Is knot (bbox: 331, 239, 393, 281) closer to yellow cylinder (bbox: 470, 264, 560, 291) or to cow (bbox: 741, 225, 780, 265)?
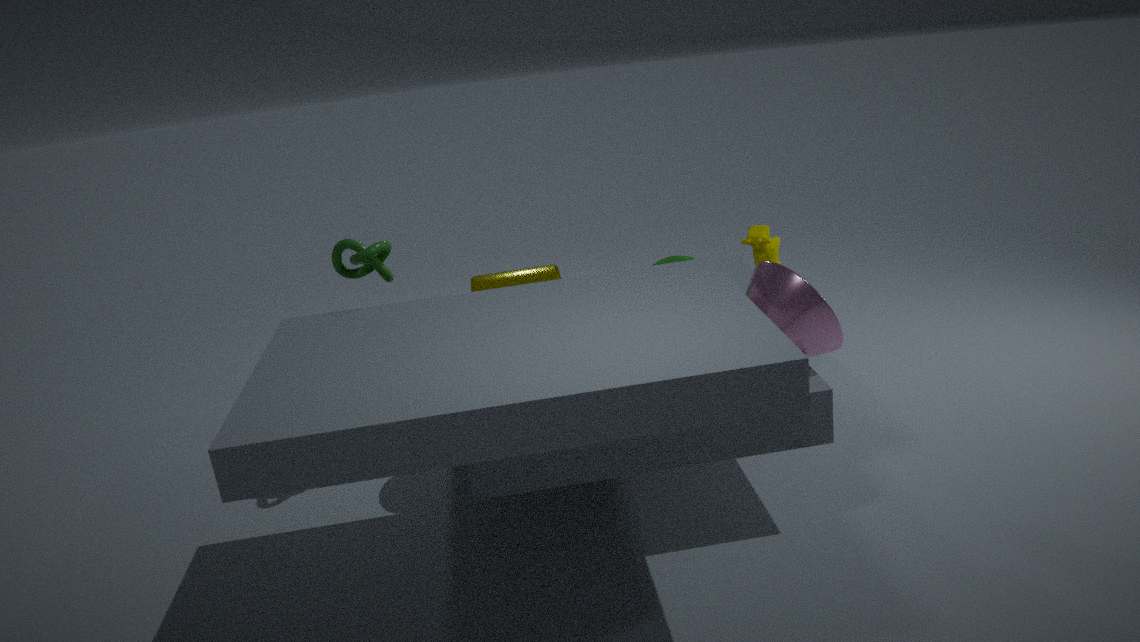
yellow cylinder (bbox: 470, 264, 560, 291)
